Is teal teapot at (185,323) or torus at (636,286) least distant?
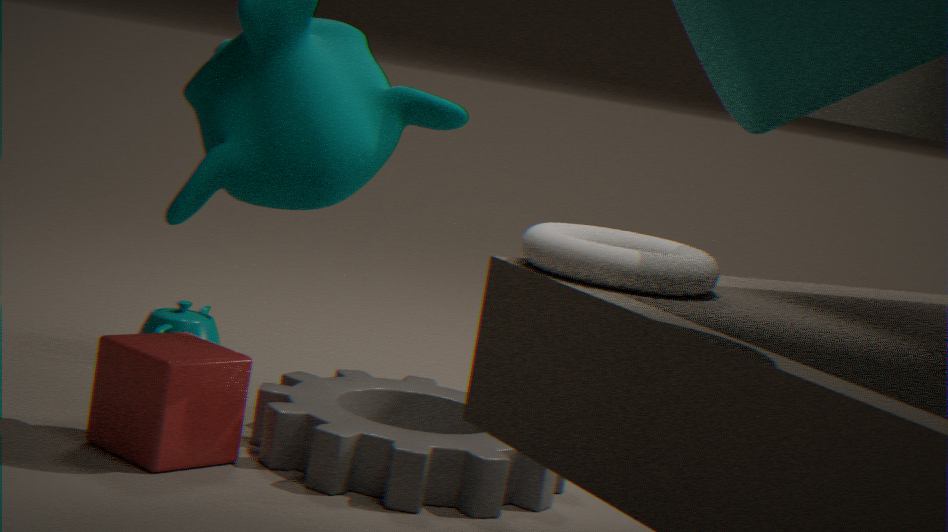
torus at (636,286)
